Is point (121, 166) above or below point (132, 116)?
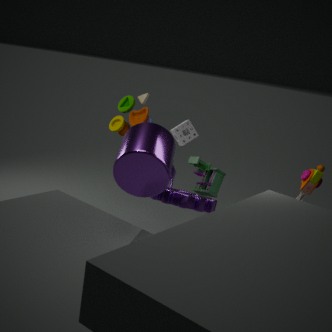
below
